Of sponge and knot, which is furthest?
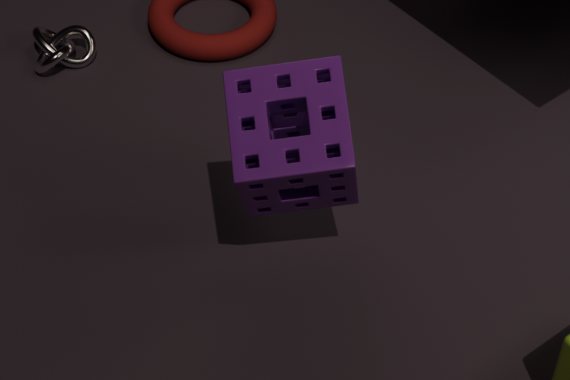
knot
